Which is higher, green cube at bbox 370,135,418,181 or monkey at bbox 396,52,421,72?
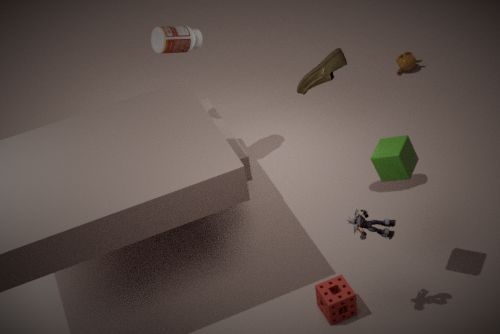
green cube at bbox 370,135,418,181
